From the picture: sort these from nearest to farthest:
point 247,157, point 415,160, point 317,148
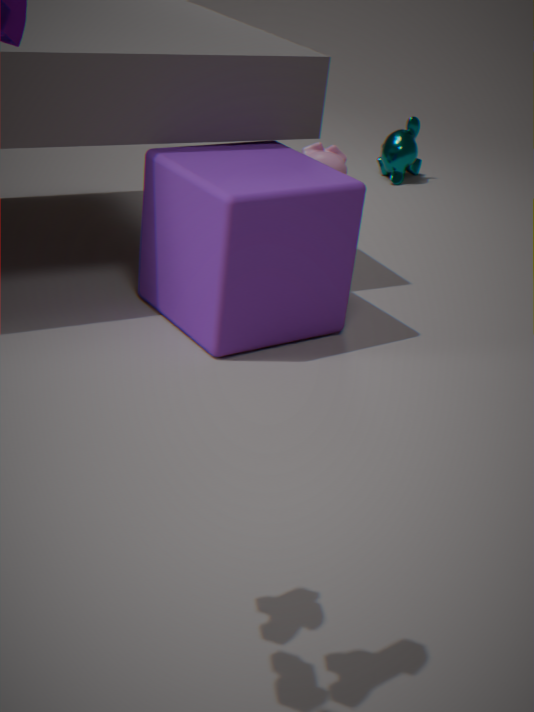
point 247,157 → point 317,148 → point 415,160
